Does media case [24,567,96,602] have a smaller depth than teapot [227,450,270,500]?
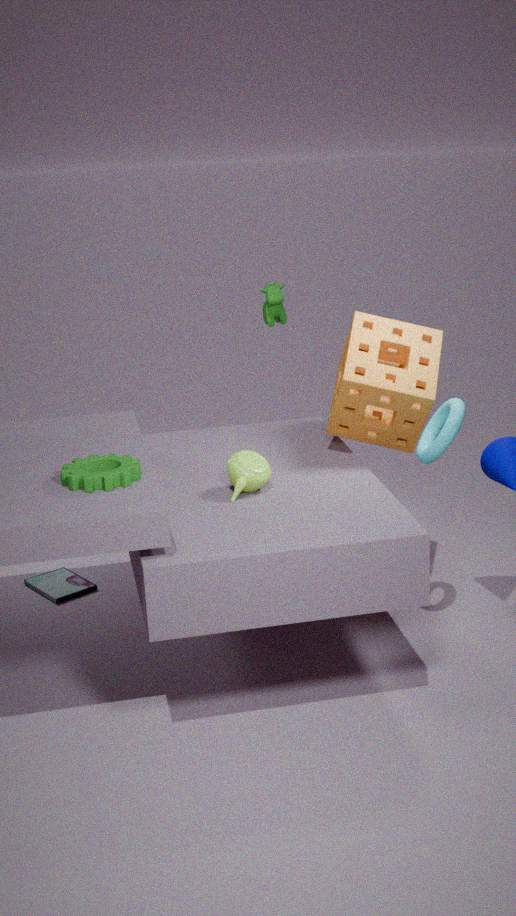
No
